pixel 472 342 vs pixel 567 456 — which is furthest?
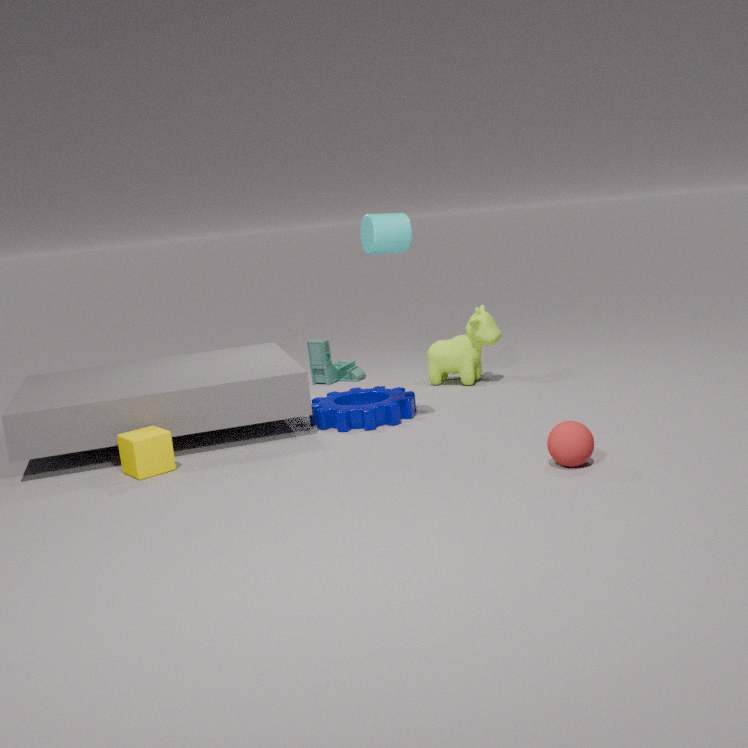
pixel 472 342
